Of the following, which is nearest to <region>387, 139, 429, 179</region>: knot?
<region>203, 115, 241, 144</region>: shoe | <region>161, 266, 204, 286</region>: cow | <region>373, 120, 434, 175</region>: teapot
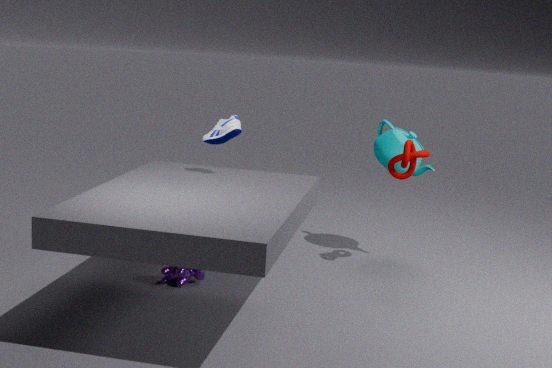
<region>373, 120, 434, 175</region>: teapot
